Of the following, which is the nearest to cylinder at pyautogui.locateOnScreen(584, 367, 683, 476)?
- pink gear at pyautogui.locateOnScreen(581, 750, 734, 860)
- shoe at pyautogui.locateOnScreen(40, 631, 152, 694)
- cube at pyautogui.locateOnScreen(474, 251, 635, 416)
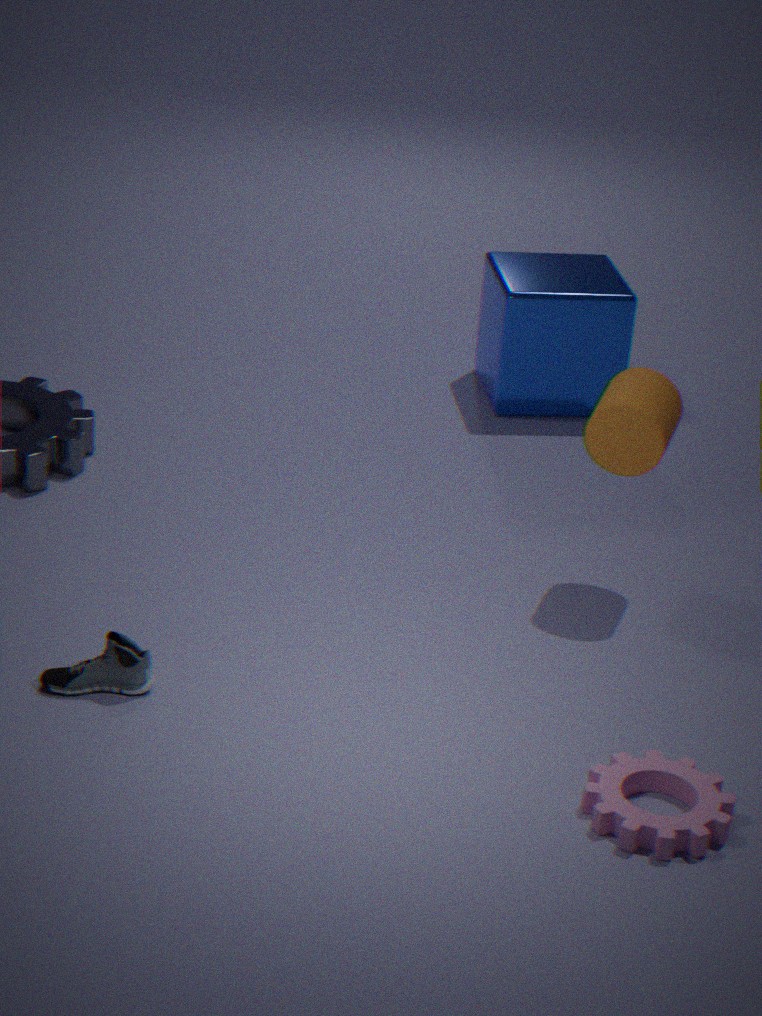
pink gear at pyautogui.locateOnScreen(581, 750, 734, 860)
